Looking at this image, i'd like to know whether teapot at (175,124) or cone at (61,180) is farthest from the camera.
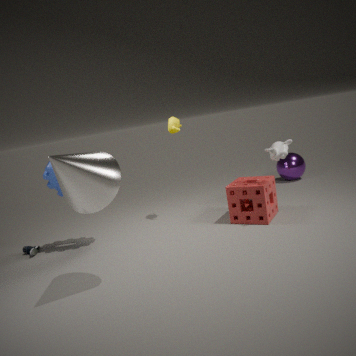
teapot at (175,124)
